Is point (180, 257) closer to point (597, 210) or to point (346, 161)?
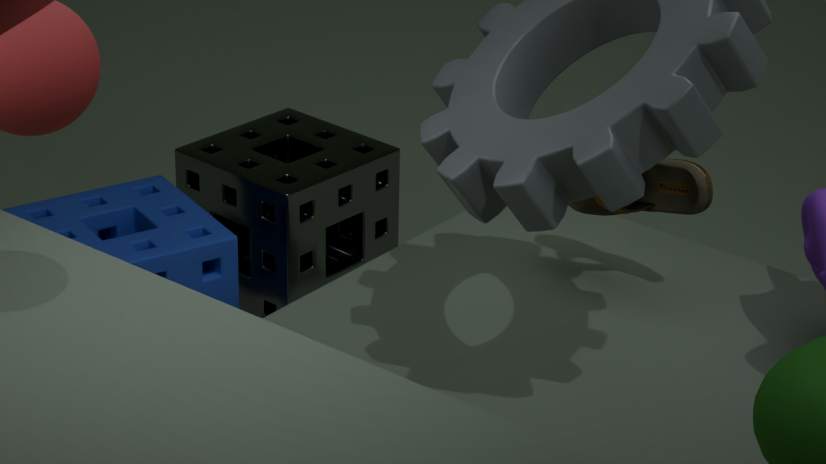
point (346, 161)
